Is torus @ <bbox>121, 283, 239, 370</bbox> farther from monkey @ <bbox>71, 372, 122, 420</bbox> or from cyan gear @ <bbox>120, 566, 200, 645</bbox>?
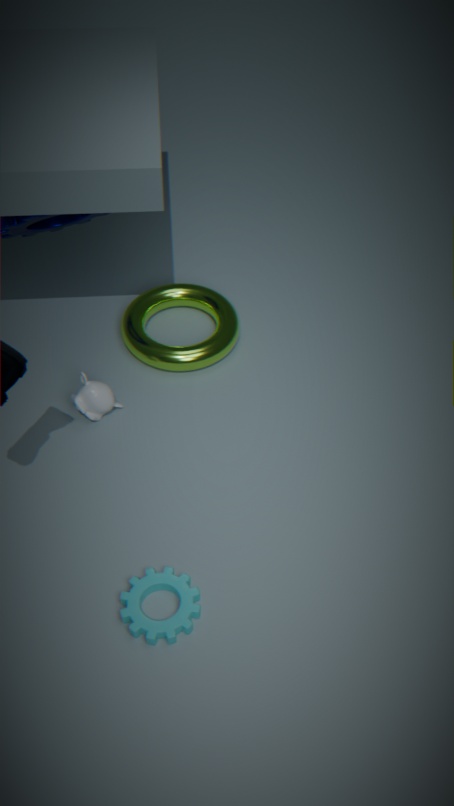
cyan gear @ <bbox>120, 566, 200, 645</bbox>
